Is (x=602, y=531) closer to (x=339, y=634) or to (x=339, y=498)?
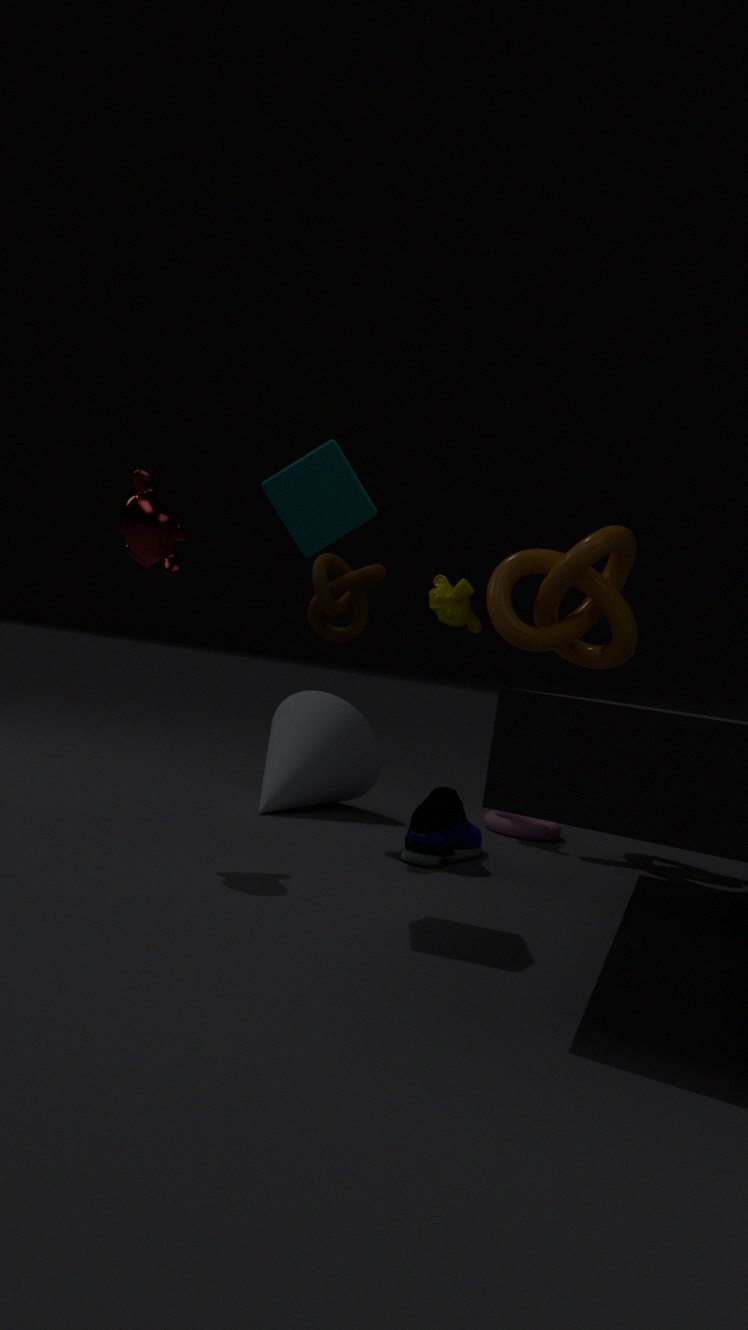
(x=339, y=634)
